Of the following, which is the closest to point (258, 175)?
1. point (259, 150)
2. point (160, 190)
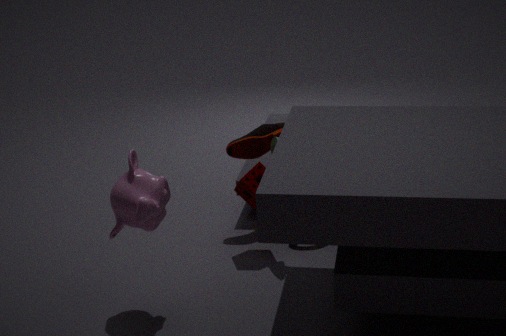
point (259, 150)
